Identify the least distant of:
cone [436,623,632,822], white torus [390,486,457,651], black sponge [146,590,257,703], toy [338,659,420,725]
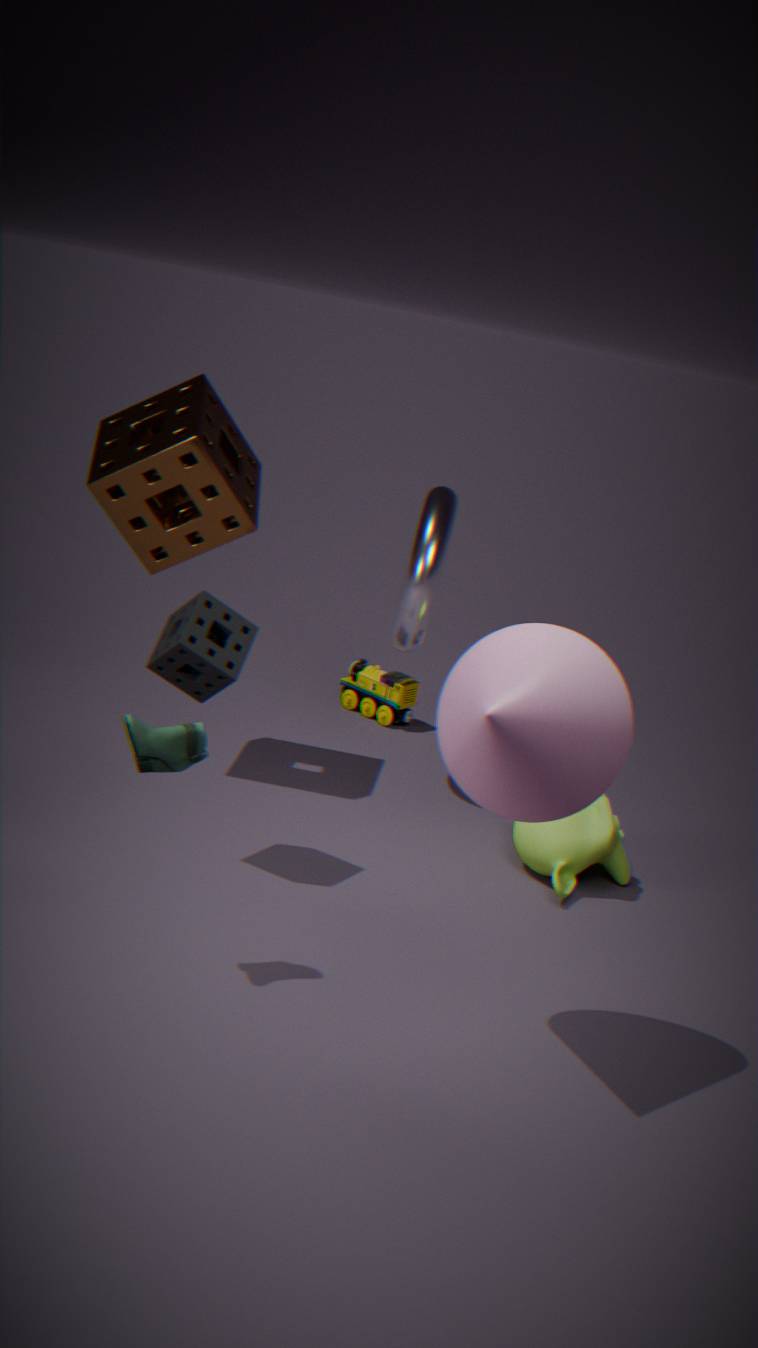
cone [436,623,632,822]
